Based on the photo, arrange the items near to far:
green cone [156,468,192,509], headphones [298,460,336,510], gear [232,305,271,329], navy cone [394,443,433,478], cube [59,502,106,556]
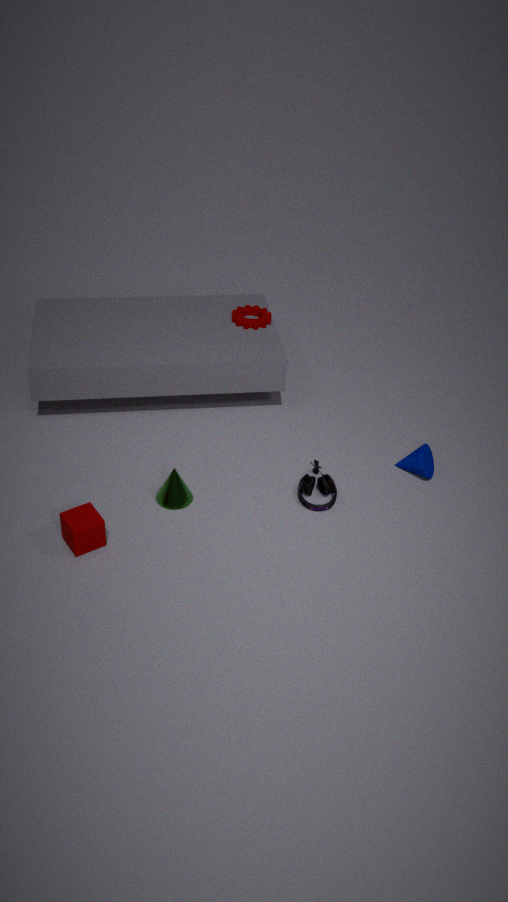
cube [59,502,106,556] → green cone [156,468,192,509] → headphones [298,460,336,510] → navy cone [394,443,433,478] → gear [232,305,271,329]
